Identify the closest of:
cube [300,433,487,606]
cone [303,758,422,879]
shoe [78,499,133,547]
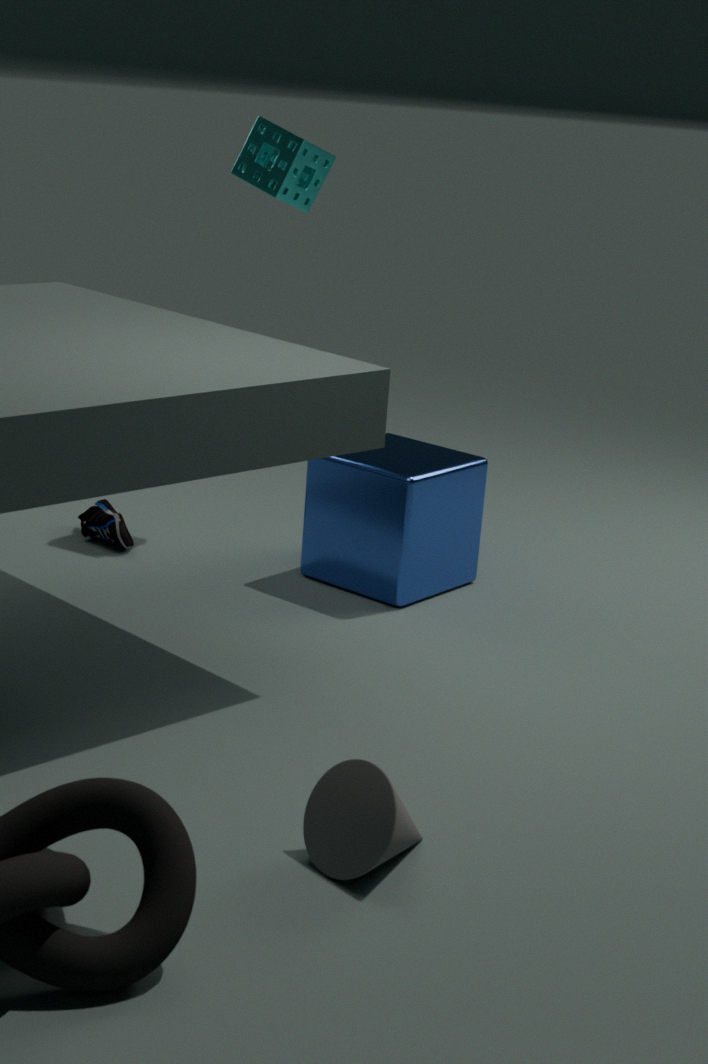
cone [303,758,422,879]
